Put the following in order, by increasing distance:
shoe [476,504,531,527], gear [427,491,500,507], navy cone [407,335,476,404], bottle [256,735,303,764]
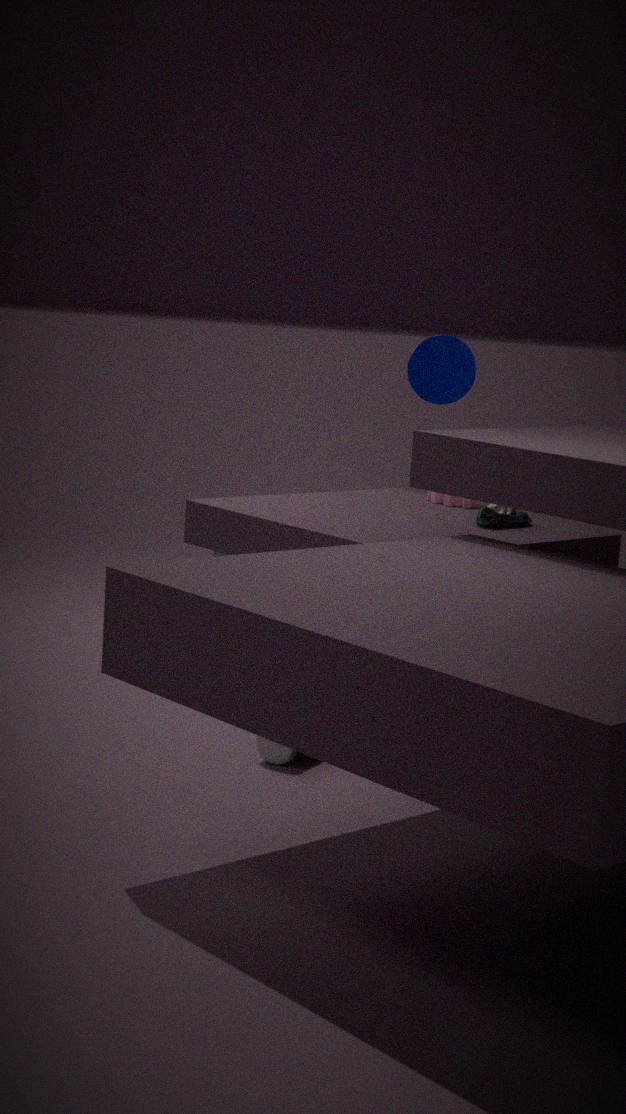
bottle [256,735,303,764] < navy cone [407,335,476,404] < shoe [476,504,531,527] < gear [427,491,500,507]
